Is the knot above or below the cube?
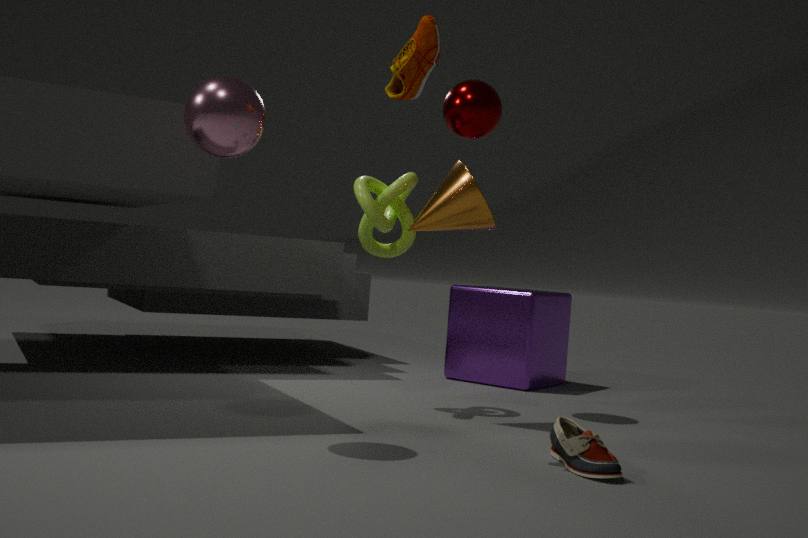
above
